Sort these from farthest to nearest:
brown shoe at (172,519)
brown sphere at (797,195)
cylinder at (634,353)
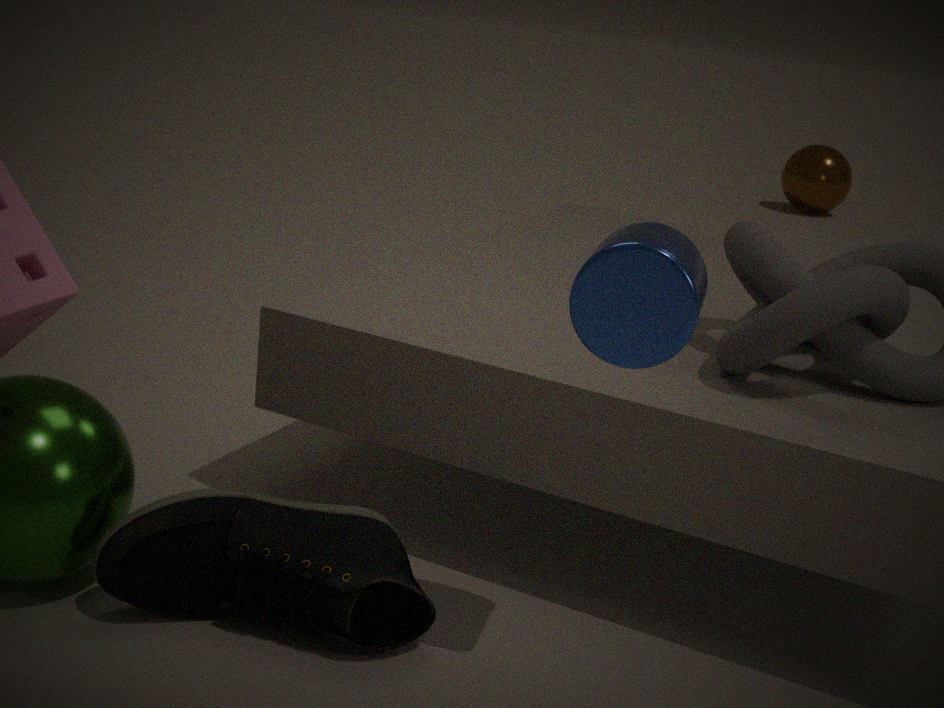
brown sphere at (797,195) → brown shoe at (172,519) → cylinder at (634,353)
